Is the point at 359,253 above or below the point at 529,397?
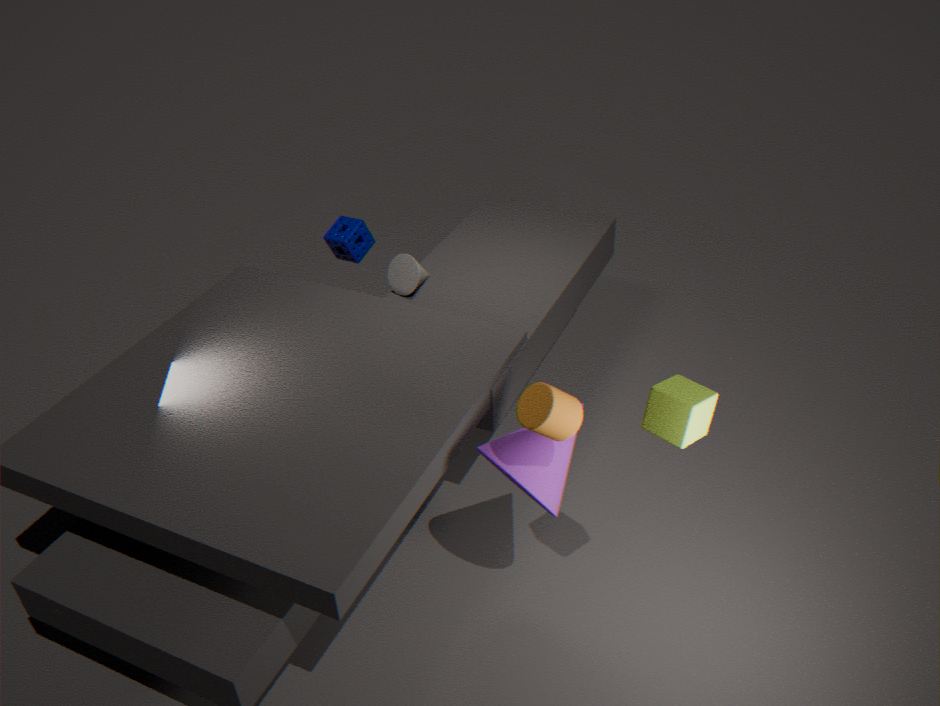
below
